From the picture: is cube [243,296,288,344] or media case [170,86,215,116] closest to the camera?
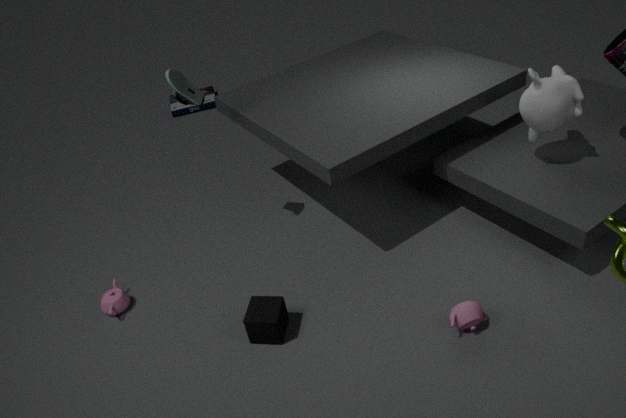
cube [243,296,288,344]
